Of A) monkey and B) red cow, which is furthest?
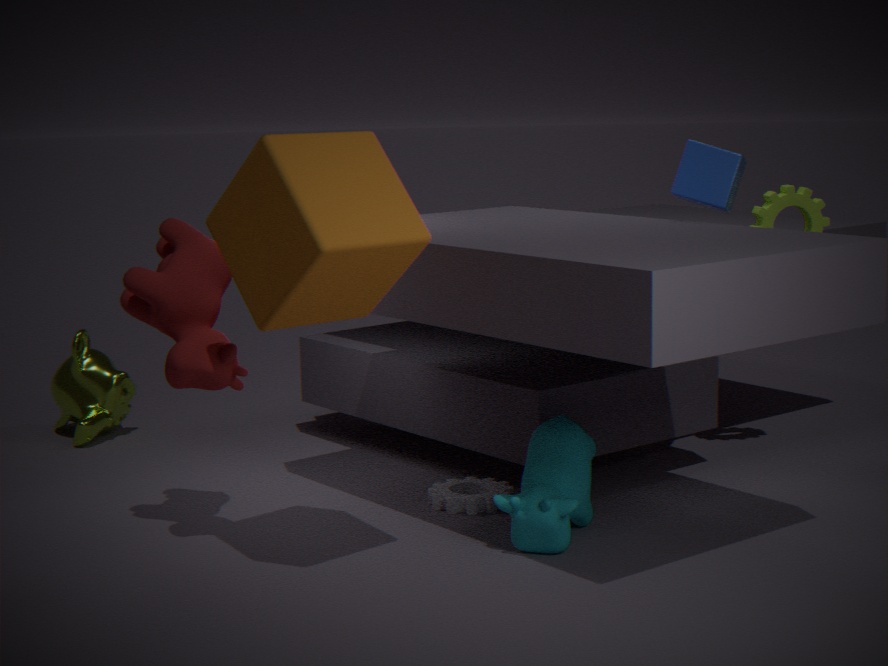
A. monkey
